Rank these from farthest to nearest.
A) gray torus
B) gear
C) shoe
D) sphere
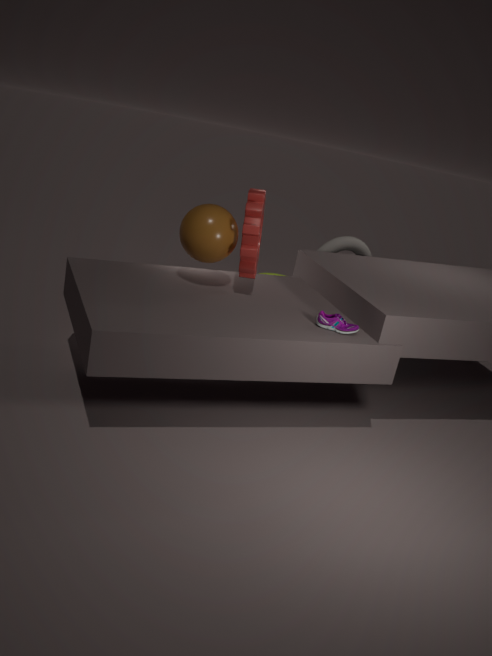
gray torus < sphere < gear < shoe
